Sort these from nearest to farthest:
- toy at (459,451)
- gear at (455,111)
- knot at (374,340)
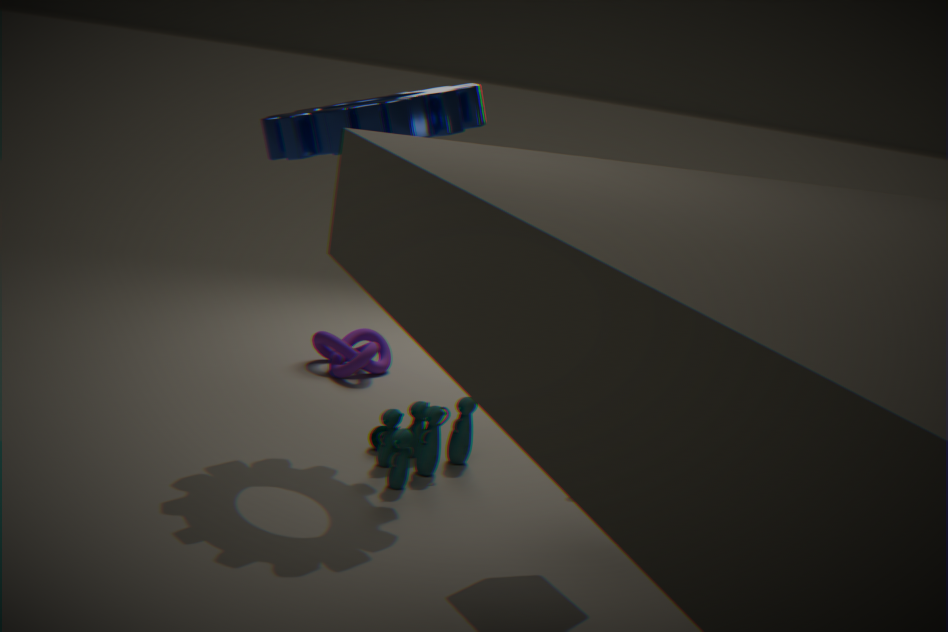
gear at (455,111) → toy at (459,451) → knot at (374,340)
